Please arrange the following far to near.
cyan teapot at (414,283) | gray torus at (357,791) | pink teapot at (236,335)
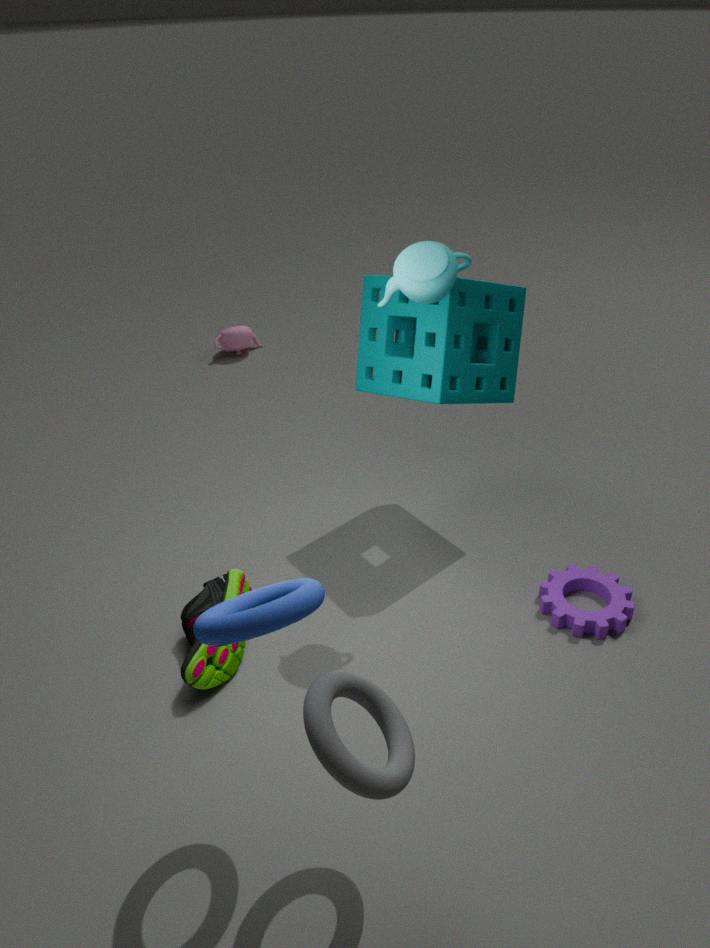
pink teapot at (236,335), cyan teapot at (414,283), gray torus at (357,791)
